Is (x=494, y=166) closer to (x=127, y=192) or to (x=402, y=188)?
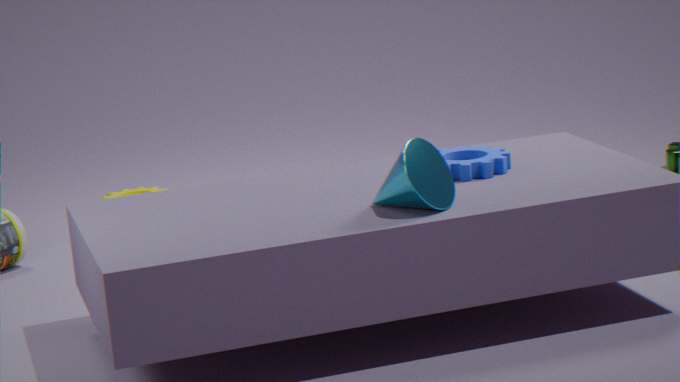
(x=402, y=188)
